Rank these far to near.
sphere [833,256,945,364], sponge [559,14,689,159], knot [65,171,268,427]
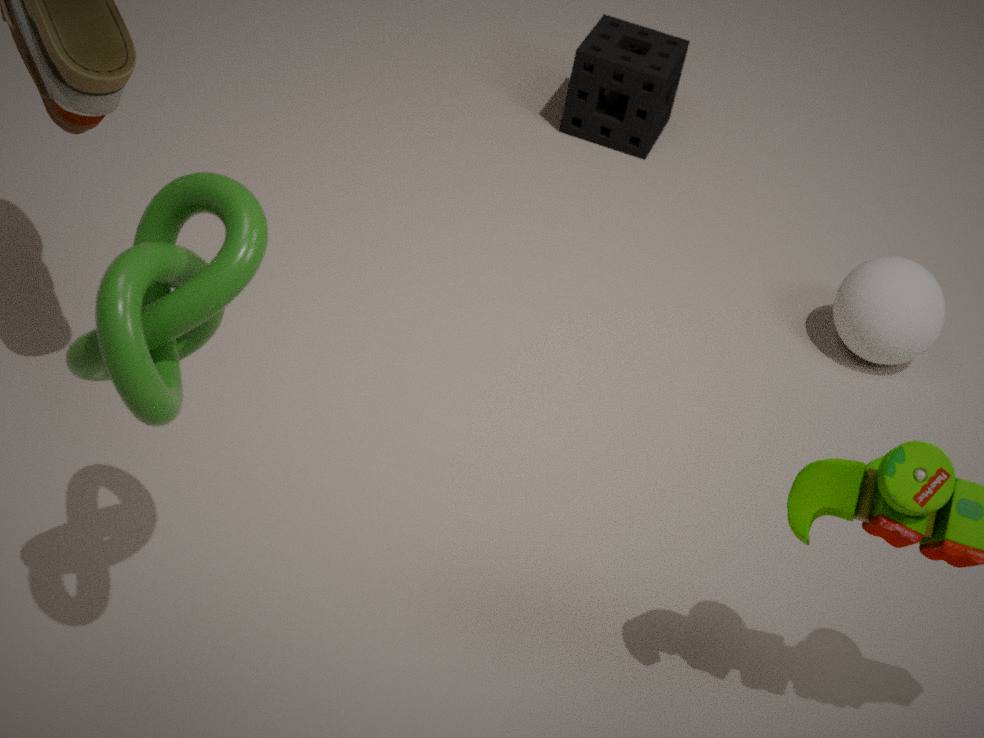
sponge [559,14,689,159] < sphere [833,256,945,364] < knot [65,171,268,427]
